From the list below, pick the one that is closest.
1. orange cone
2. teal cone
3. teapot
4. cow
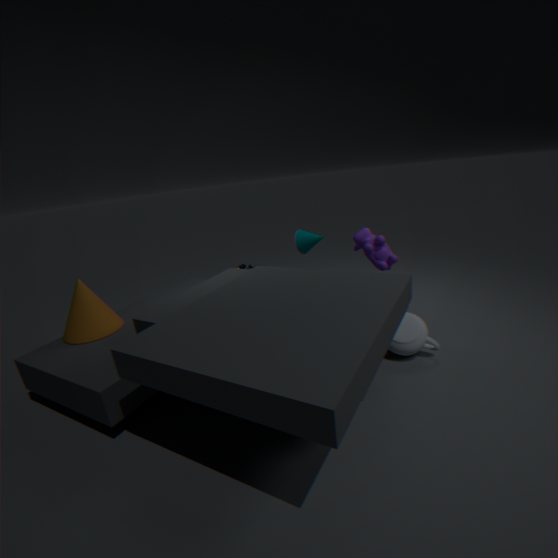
teapot
